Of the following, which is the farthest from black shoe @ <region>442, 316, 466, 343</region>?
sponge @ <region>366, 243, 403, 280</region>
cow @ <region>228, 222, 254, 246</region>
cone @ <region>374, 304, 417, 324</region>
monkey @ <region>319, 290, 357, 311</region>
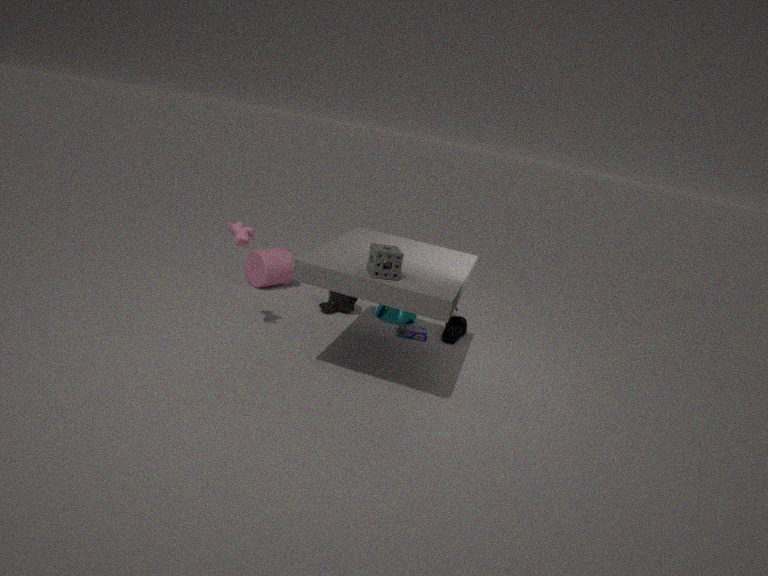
cow @ <region>228, 222, 254, 246</region>
